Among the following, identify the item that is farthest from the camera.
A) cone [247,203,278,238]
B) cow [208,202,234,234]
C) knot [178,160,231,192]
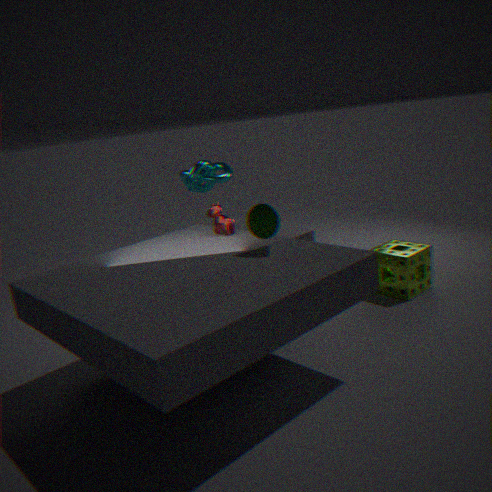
knot [178,160,231,192]
